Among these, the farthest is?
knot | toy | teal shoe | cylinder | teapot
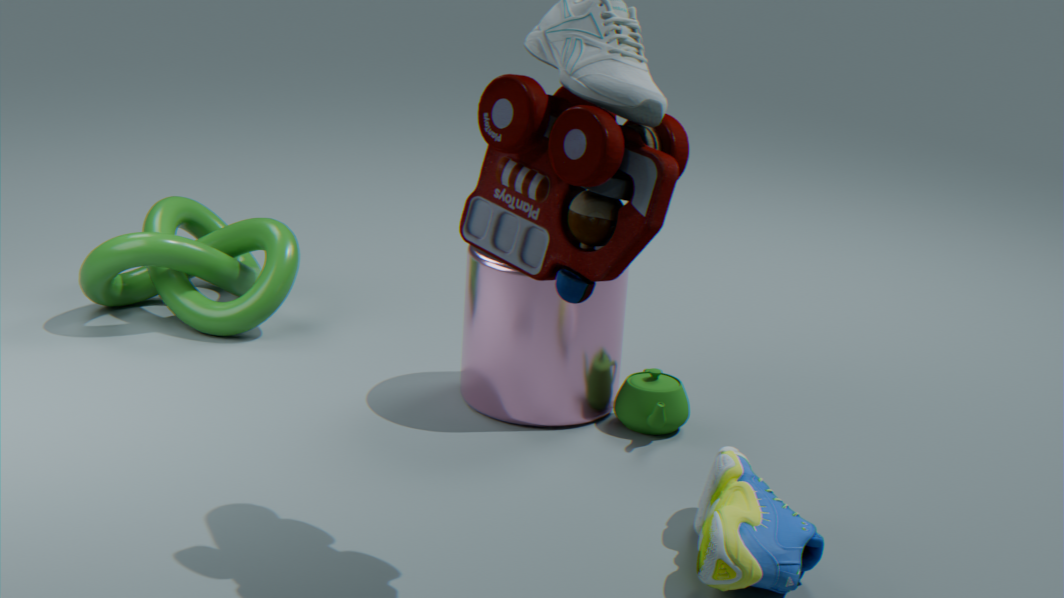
knot
